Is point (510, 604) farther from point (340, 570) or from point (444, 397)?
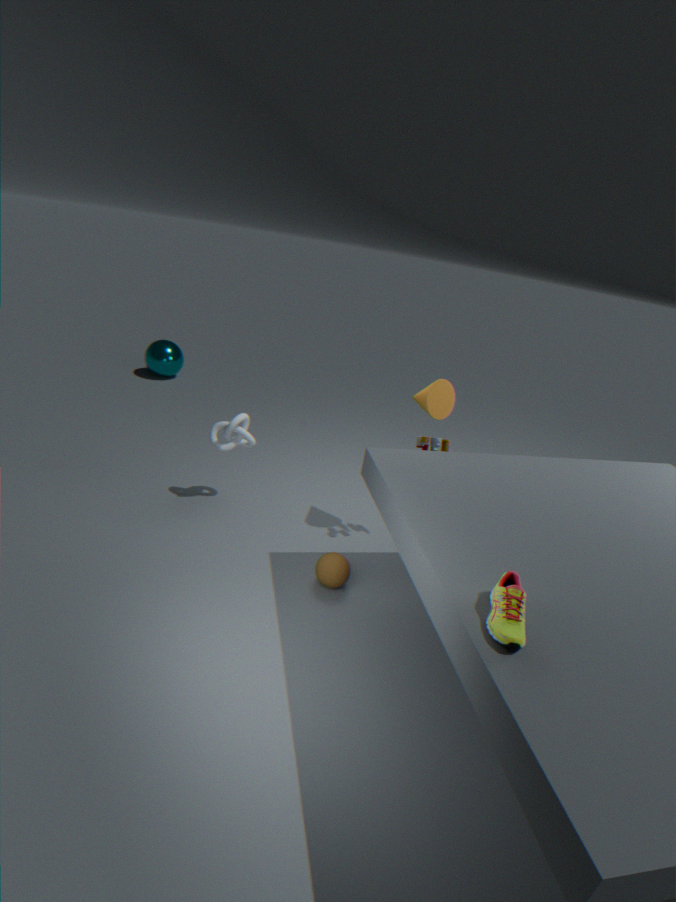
point (444, 397)
